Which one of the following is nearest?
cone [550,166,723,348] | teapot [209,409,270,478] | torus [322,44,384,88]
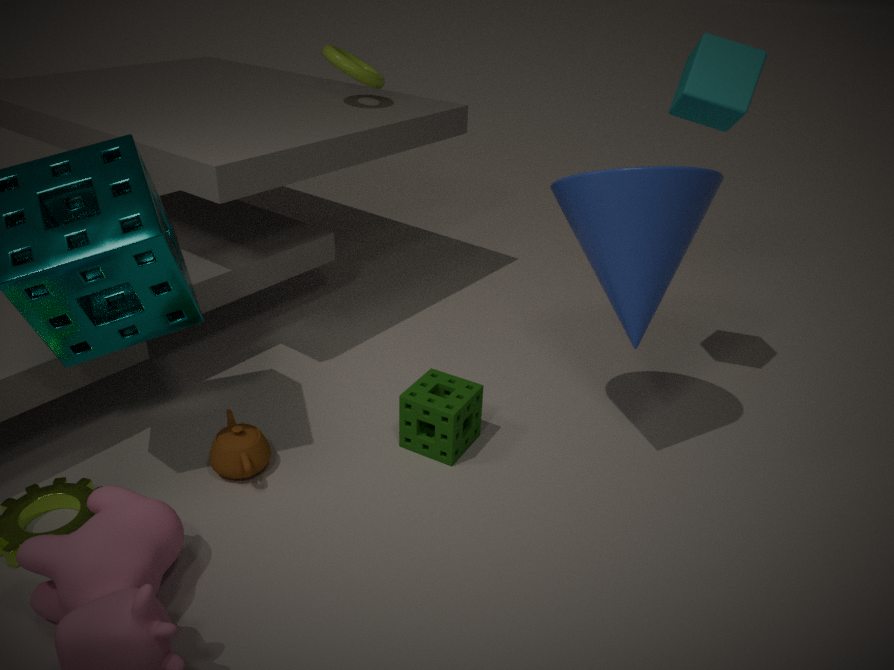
cone [550,166,723,348]
